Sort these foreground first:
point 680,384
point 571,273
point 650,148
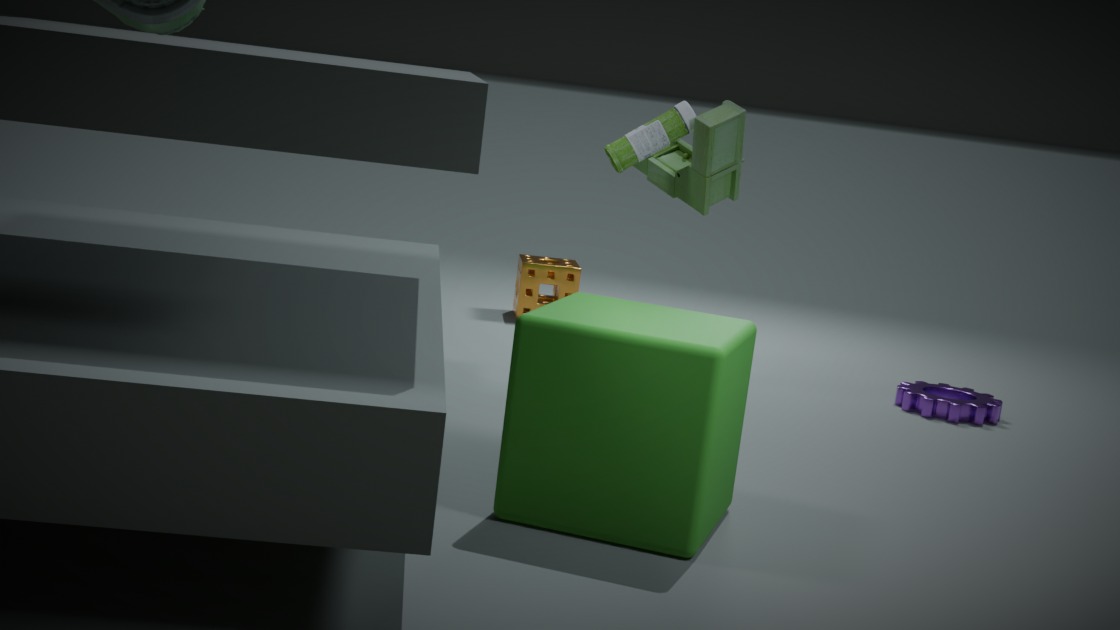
point 680,384 < point 650,148 < point 571,273
